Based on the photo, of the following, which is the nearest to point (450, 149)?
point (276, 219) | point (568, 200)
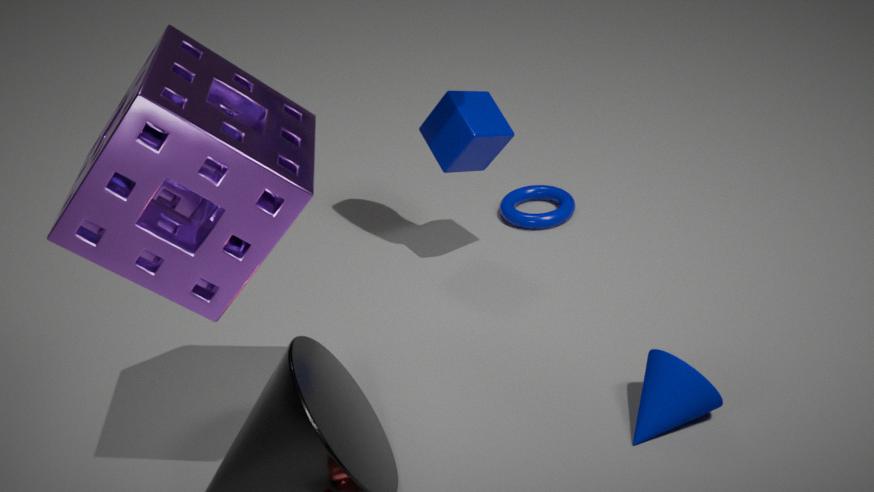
point (568, 200)
